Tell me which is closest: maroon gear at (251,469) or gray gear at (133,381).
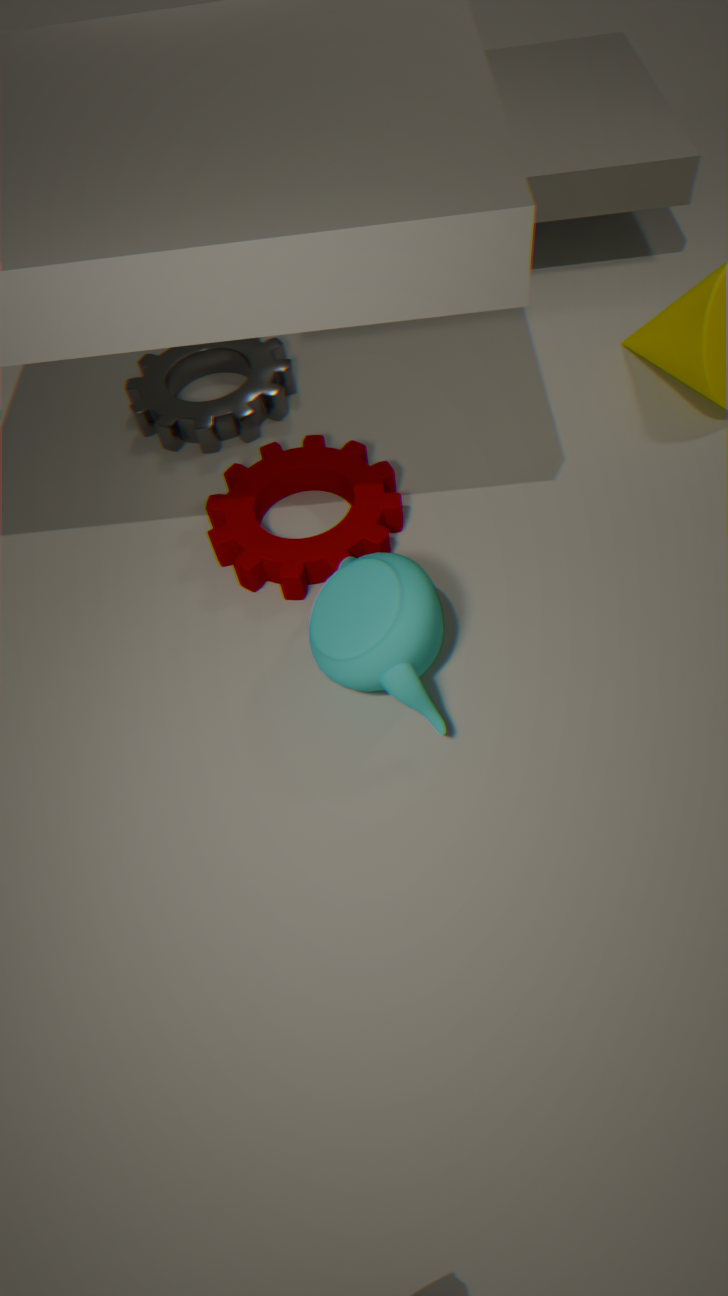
maroon gear at (251,469)
